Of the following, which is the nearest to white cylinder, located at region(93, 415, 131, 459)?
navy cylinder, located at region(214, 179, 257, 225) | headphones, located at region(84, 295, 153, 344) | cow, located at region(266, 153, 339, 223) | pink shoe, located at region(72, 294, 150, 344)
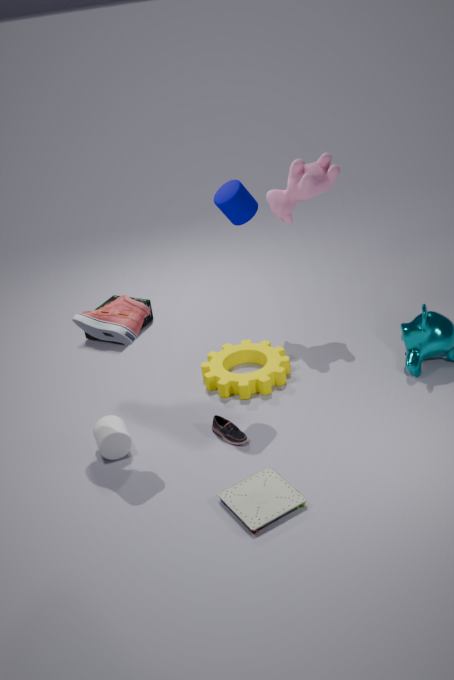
pink shoe, located at region(72, 294, 150, 344)
